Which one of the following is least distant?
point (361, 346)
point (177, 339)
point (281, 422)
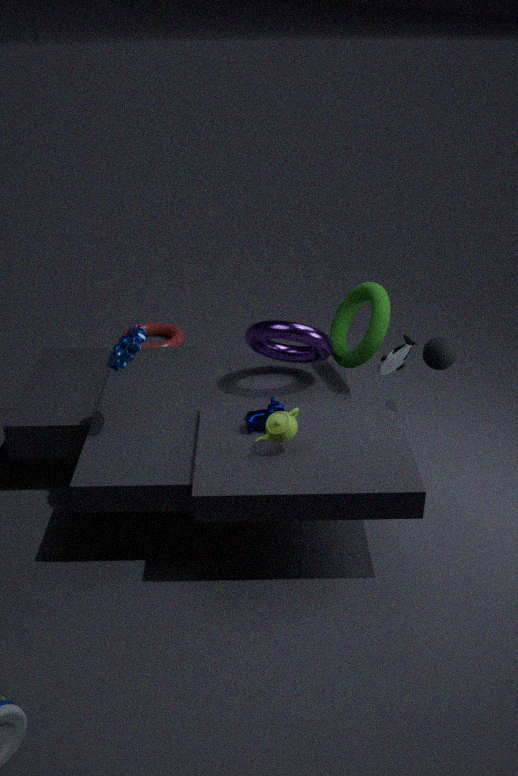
point (281, 422)
